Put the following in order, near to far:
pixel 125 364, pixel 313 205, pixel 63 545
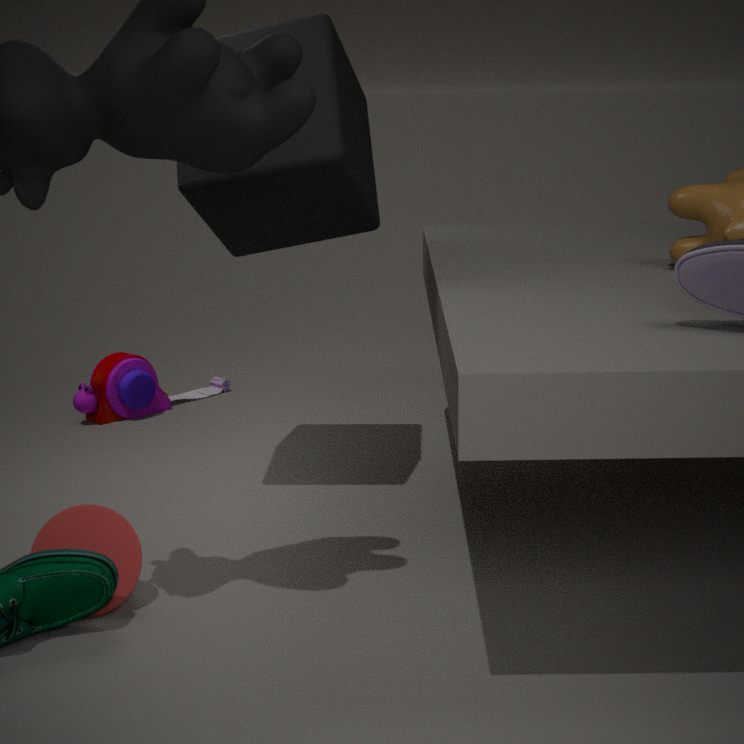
pixel 63 545
pixel 313 205
pixel 125 364
